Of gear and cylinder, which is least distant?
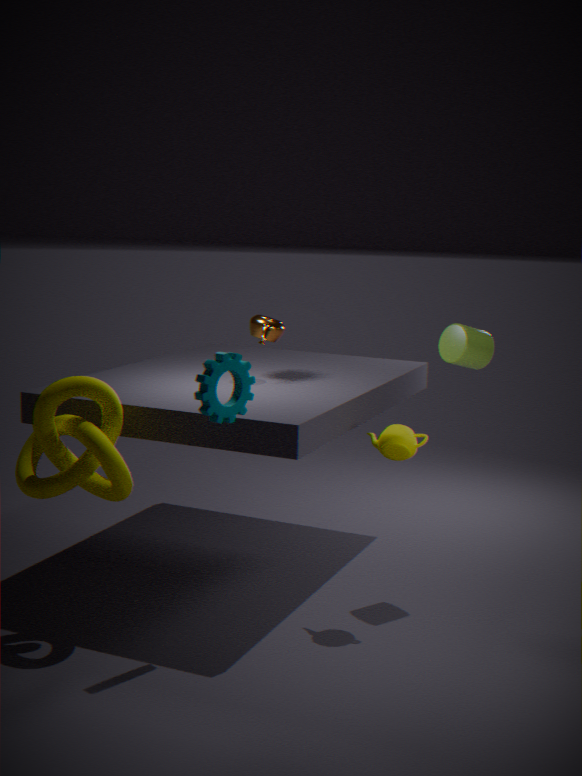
gear
